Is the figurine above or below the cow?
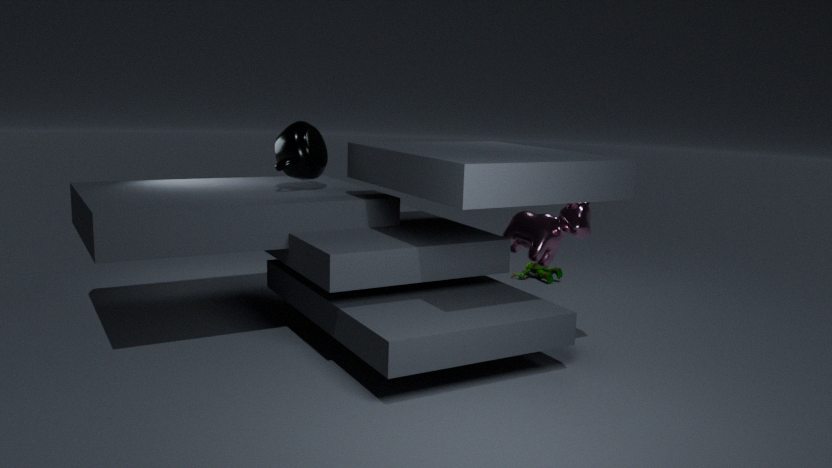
below
